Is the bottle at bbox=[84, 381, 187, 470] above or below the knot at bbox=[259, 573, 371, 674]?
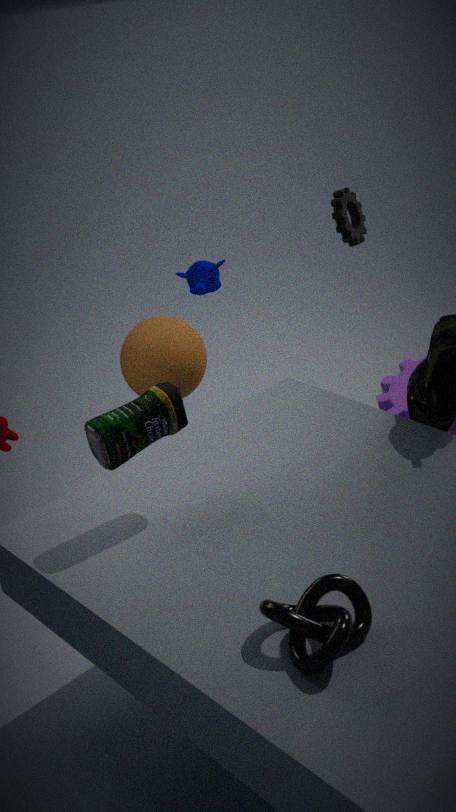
above
